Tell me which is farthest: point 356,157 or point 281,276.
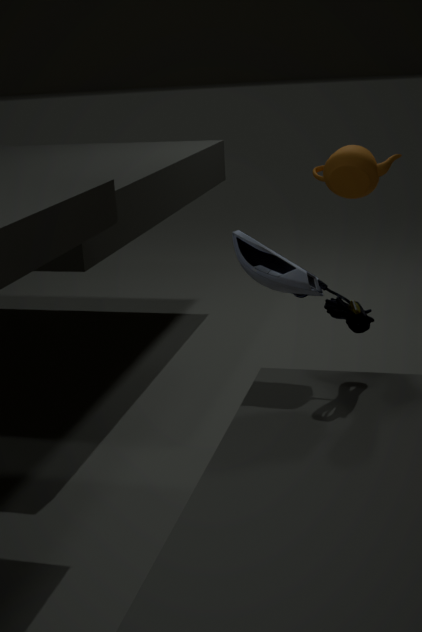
point 356,157
